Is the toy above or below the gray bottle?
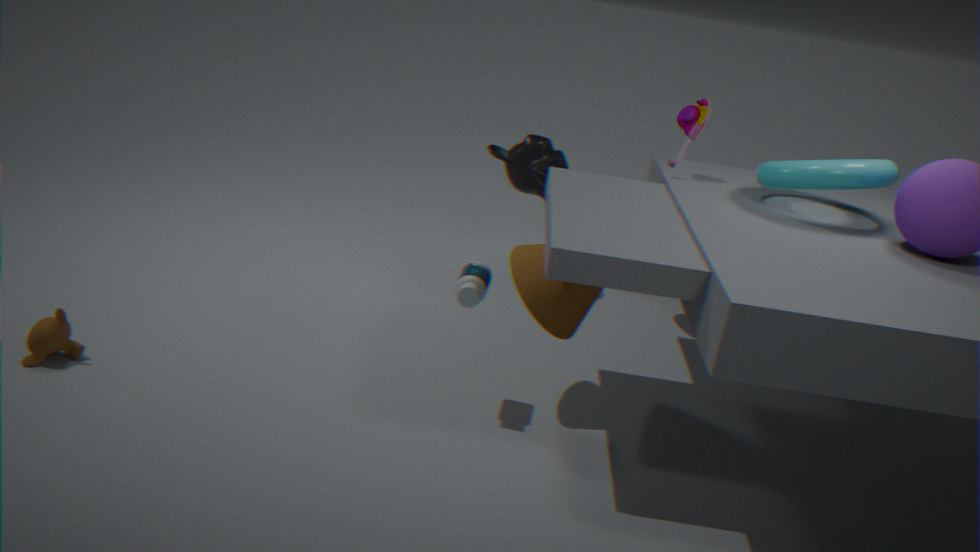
above
